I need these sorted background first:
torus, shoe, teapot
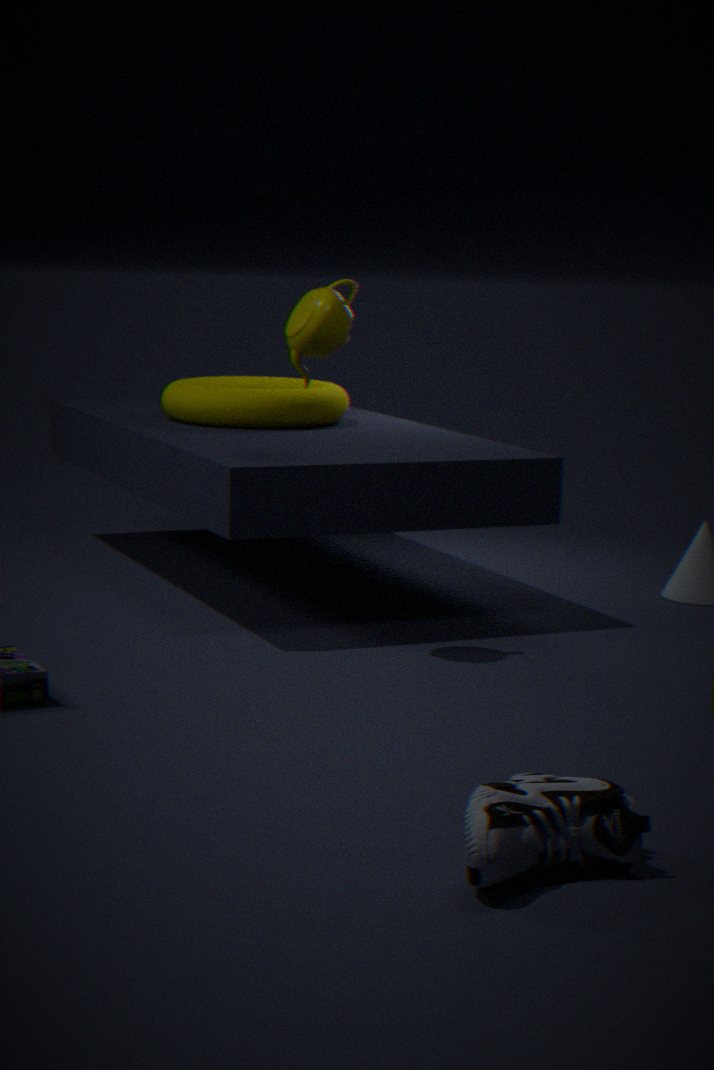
1. torus
2. teapot
3. shoe
